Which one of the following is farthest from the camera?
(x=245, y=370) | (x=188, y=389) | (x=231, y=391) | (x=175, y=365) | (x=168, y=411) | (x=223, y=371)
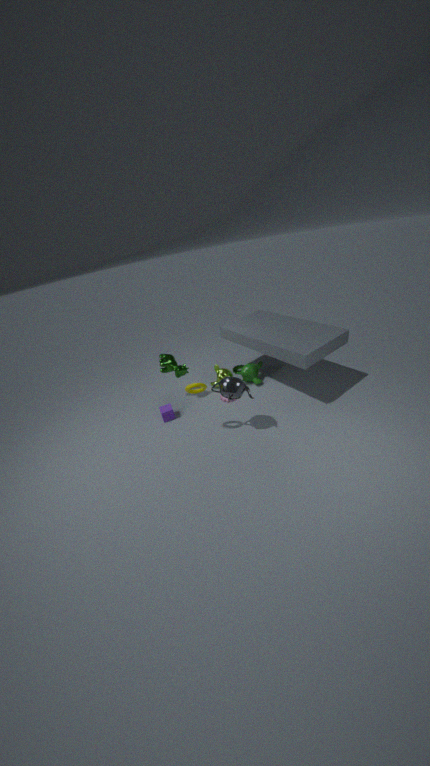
(x=245, y=370)
